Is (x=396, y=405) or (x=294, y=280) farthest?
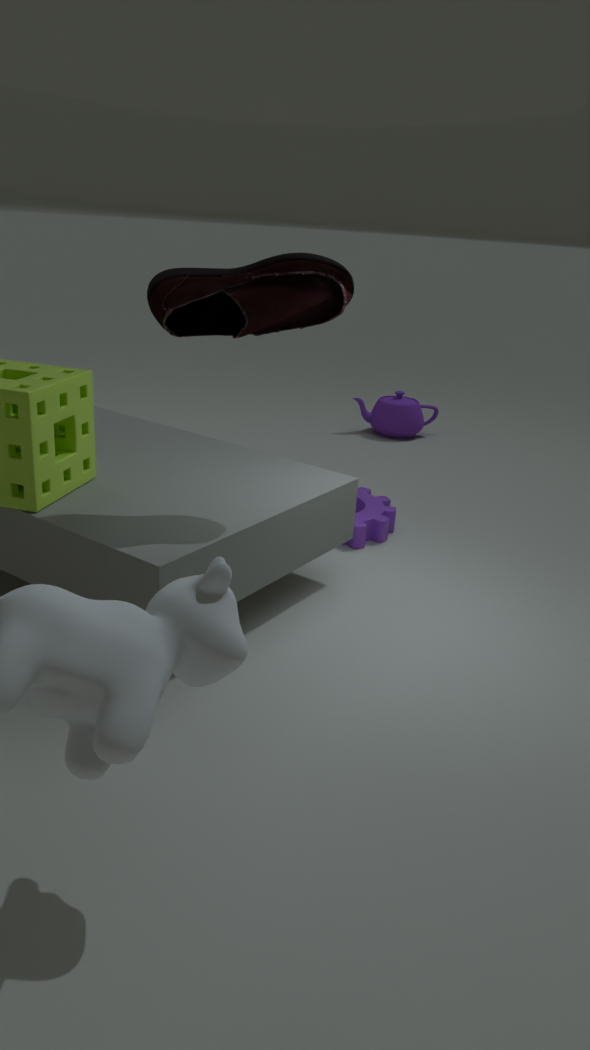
(x=396, y=405)
